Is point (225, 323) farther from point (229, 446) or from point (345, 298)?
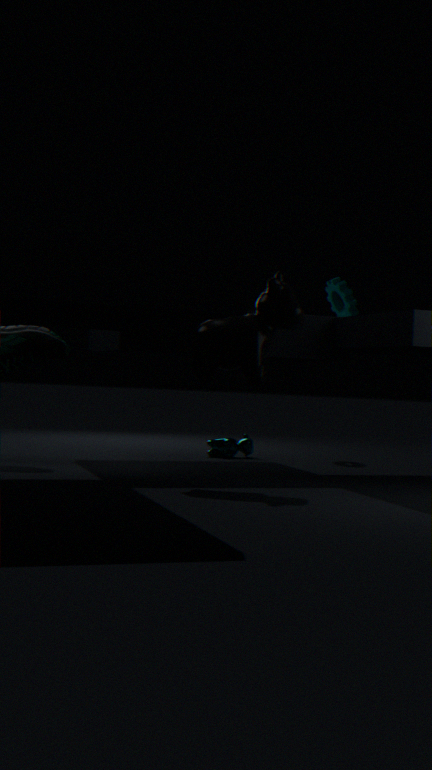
point (345, 298)
